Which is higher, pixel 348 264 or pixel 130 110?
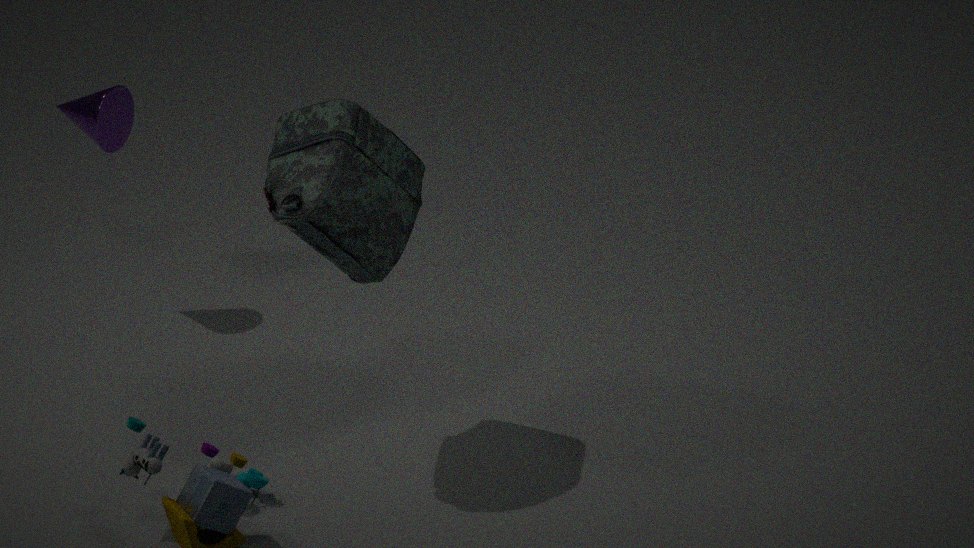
pixel 348 264
